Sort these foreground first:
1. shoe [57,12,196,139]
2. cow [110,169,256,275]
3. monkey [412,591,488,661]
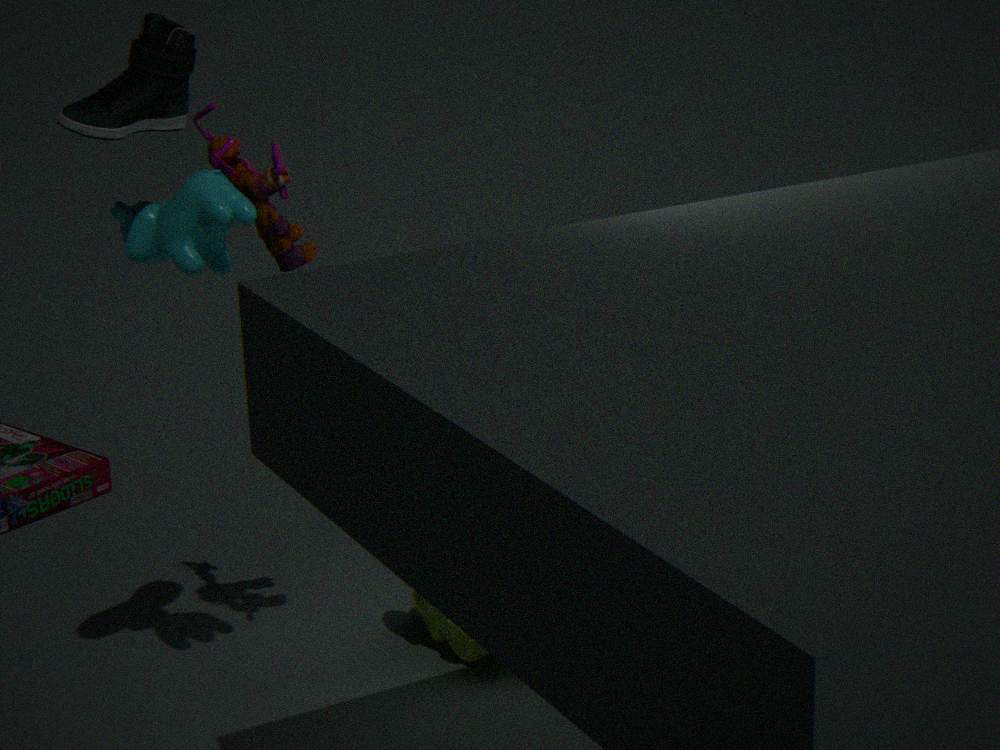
shoe [57,12,196,139] < cow [110,169,256,275] < monkey [412,591,488,661]
